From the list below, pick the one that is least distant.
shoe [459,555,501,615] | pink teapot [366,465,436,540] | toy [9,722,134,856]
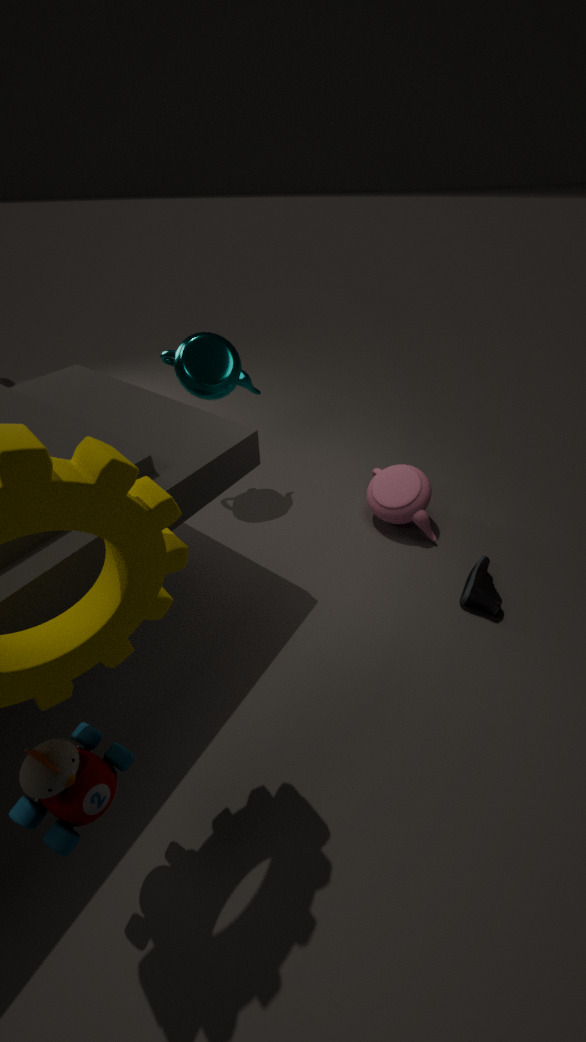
toy [9,722,134,856]
